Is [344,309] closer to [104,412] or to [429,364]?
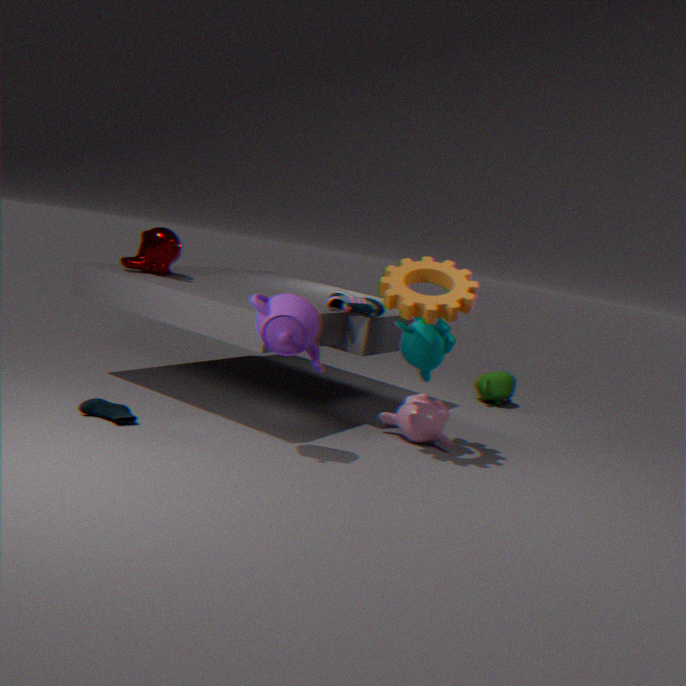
[429,364]
